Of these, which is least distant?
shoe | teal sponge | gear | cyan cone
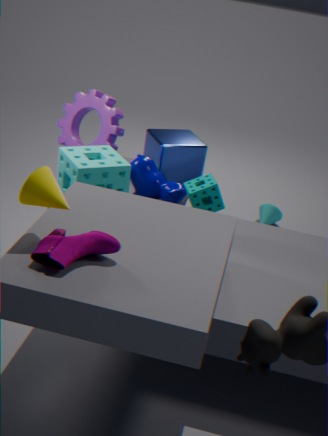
shoe
